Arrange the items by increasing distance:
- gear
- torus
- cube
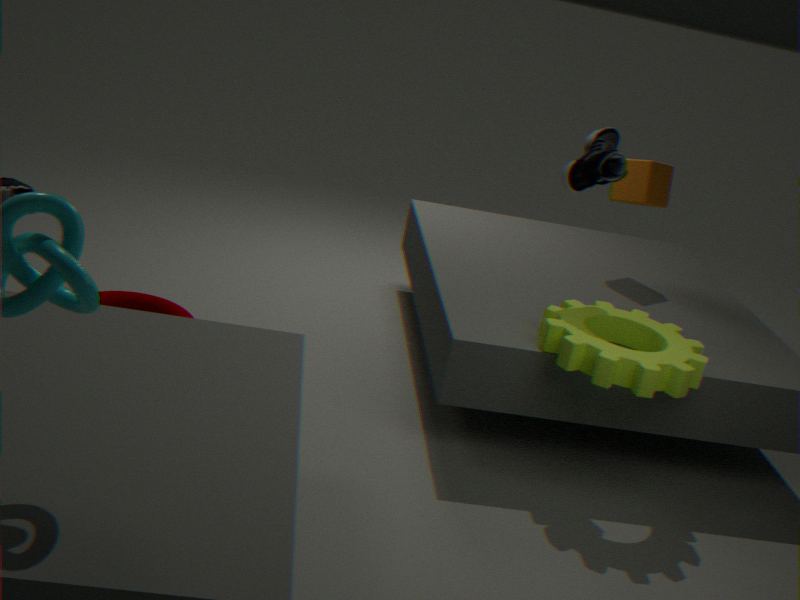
gear, torus, cube
